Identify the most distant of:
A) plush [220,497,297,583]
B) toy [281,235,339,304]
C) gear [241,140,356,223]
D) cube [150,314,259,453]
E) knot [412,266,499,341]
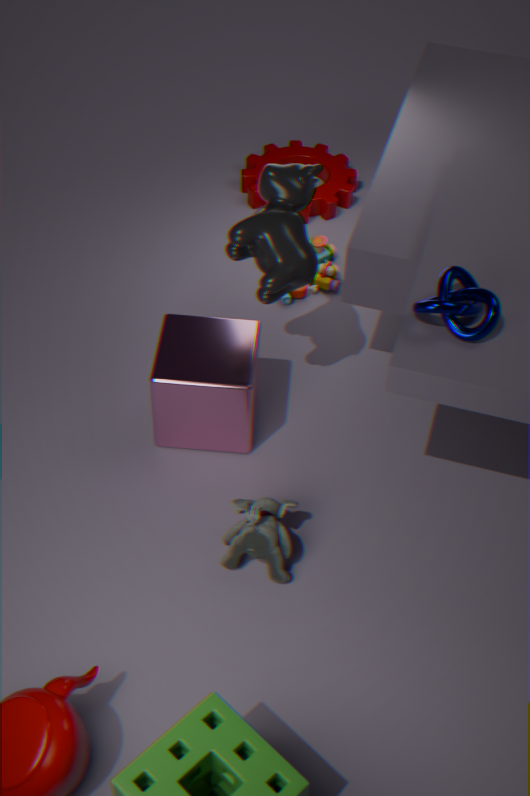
gear [241,140,356,223]
